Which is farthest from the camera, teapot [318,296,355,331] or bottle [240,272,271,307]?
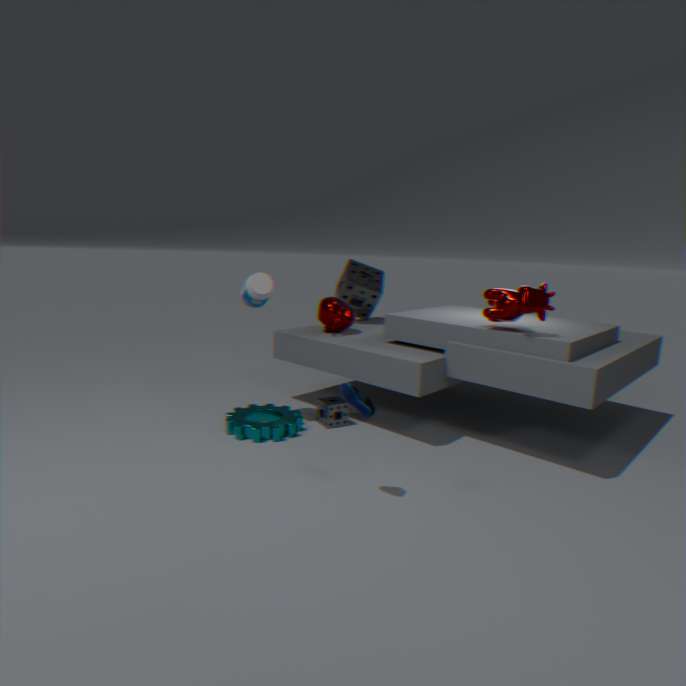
teapot [318,296,355,331]
